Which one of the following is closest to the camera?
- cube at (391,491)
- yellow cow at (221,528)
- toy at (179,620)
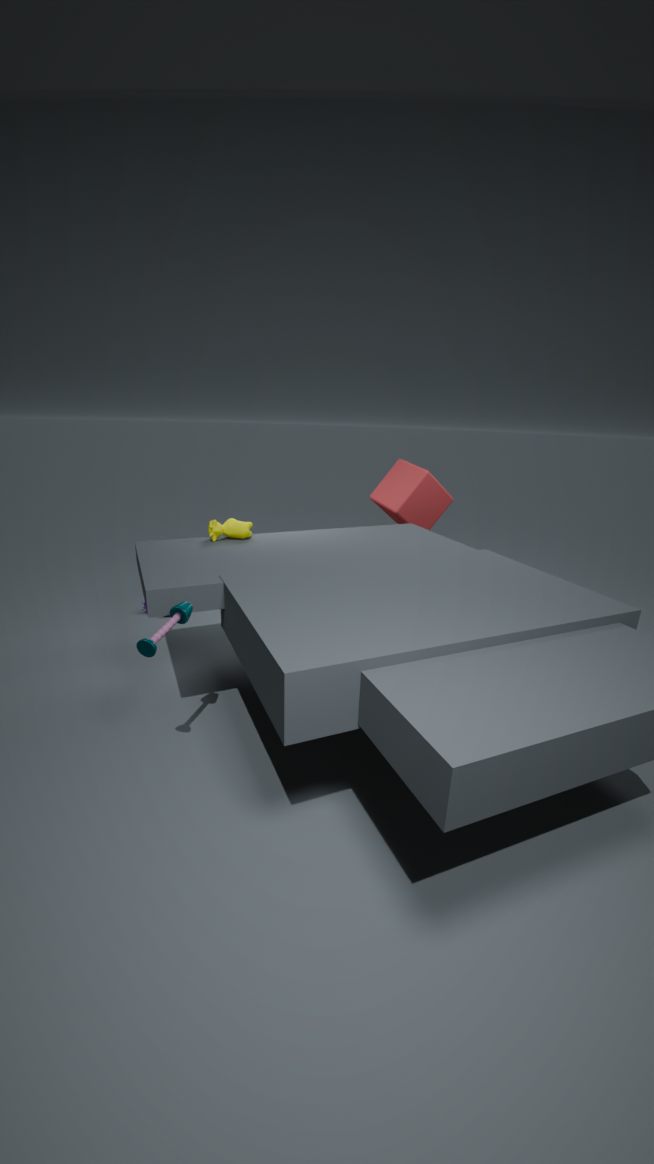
toy at (179,620)
